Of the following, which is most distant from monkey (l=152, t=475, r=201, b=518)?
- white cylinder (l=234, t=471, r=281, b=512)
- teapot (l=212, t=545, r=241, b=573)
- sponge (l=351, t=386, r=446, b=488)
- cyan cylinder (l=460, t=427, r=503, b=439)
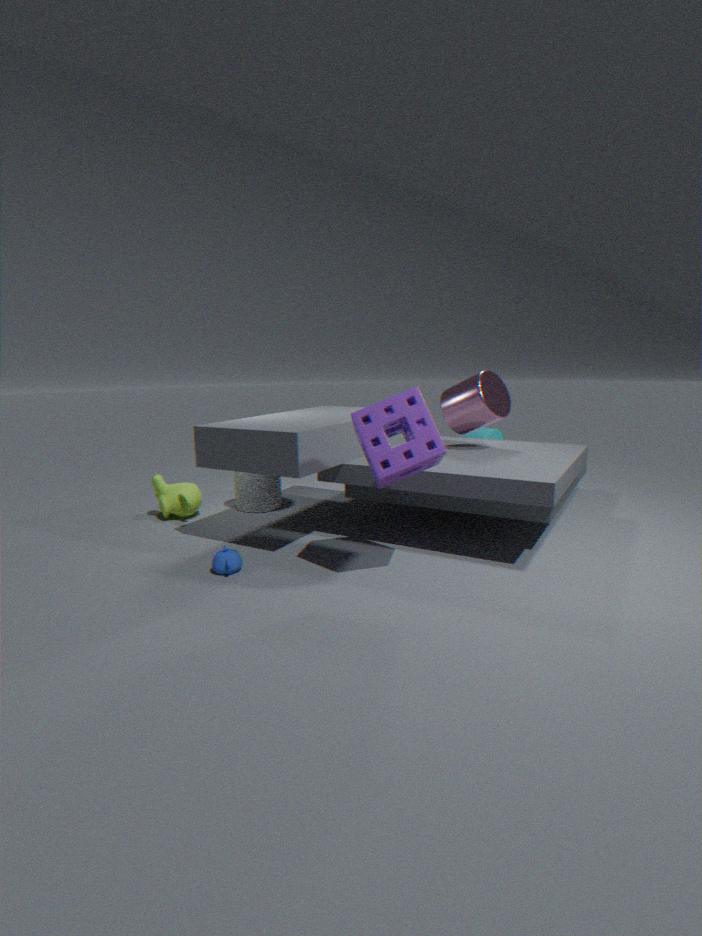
cyan cylinder (l=460, t=427, r=503, b=439)
